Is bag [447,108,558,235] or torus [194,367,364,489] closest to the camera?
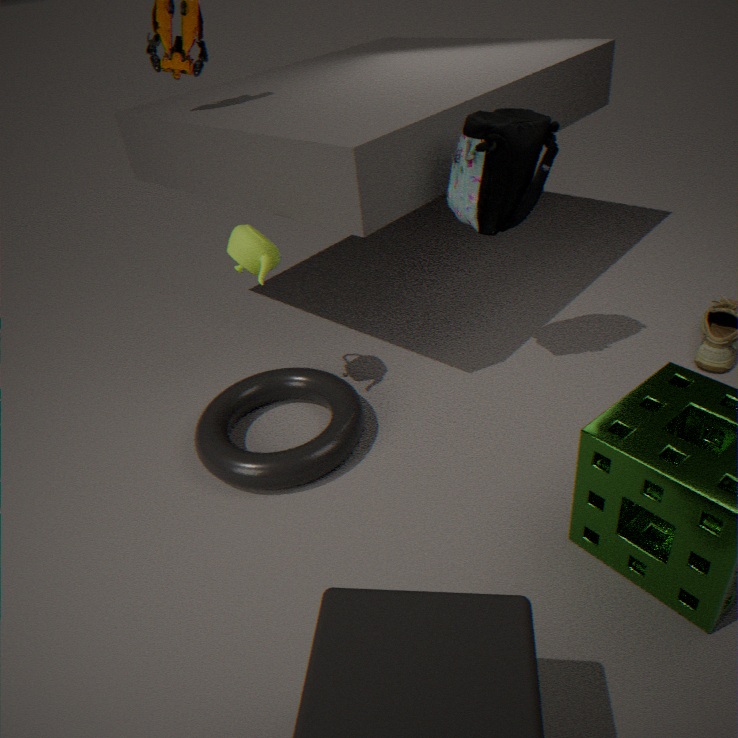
bag [447,108,558,235]
